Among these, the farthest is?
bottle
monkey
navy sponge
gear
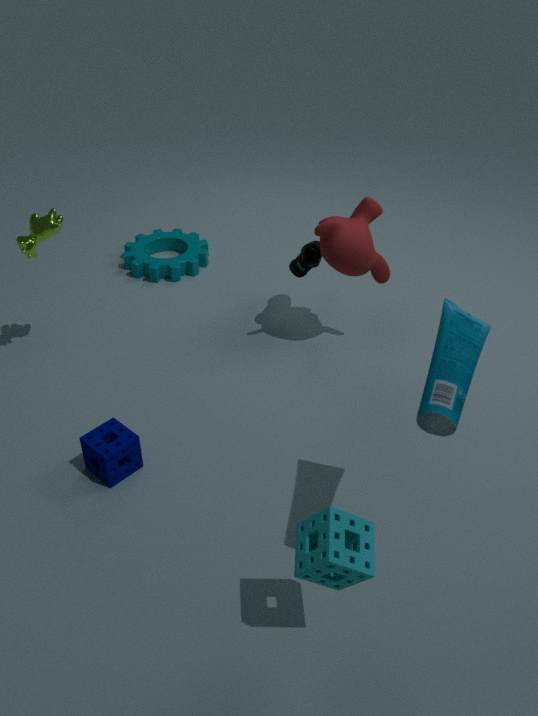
gear
